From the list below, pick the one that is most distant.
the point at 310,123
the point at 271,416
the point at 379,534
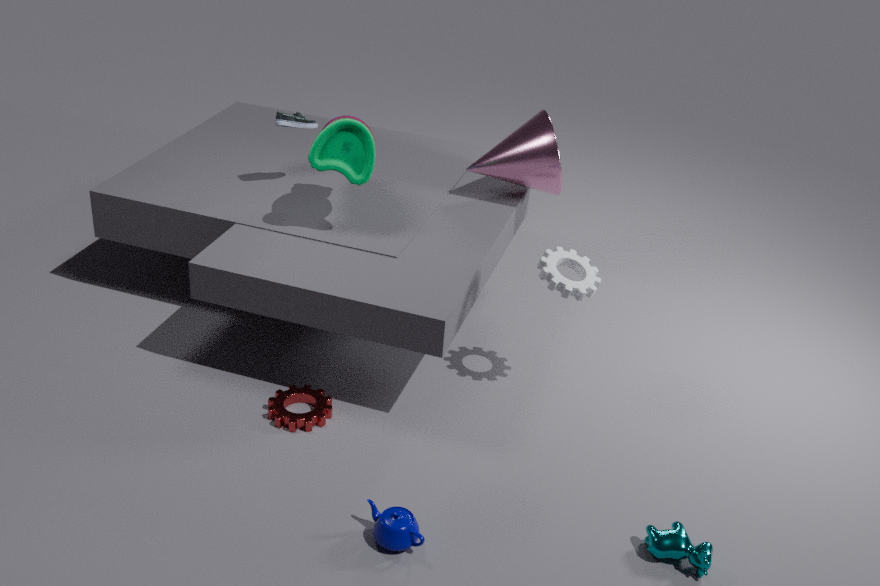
the point at 310,123
